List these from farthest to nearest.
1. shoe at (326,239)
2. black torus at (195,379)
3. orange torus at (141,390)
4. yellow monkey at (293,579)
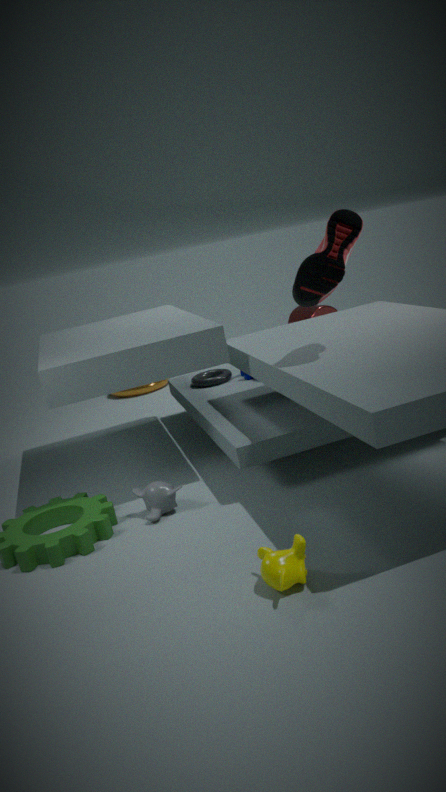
orange torus at (141,390), black torus at (195,379), shoe at (326,239), yellow monkey at (293,579)
